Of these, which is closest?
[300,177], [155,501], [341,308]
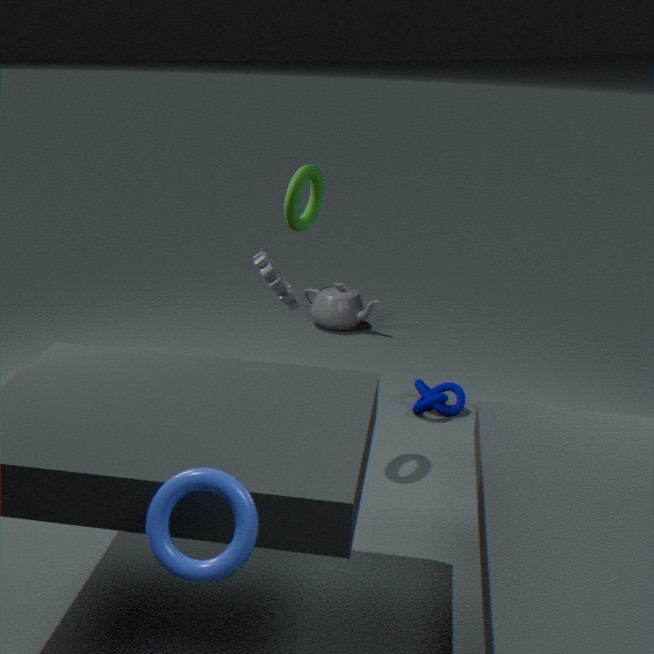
[155,501]
